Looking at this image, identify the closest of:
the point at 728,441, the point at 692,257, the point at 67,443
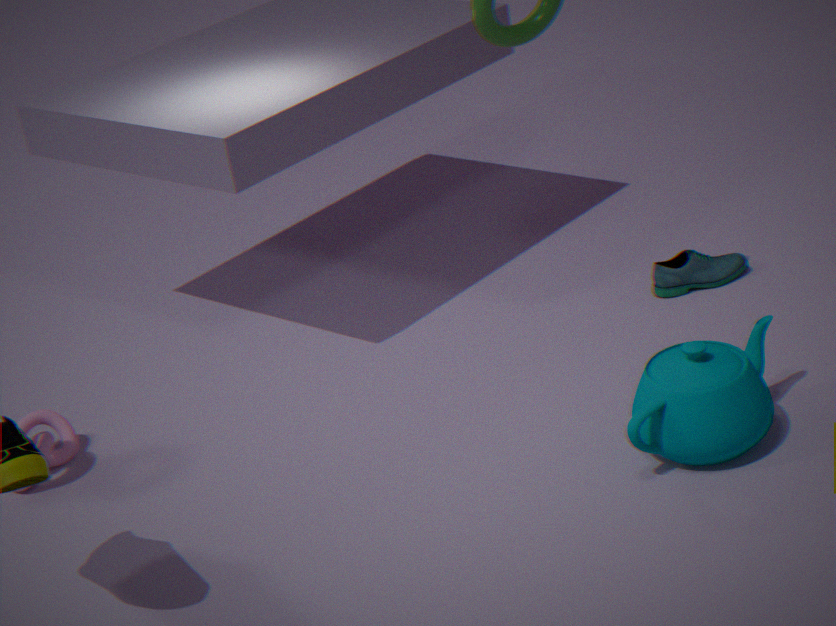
the point at 728,441
